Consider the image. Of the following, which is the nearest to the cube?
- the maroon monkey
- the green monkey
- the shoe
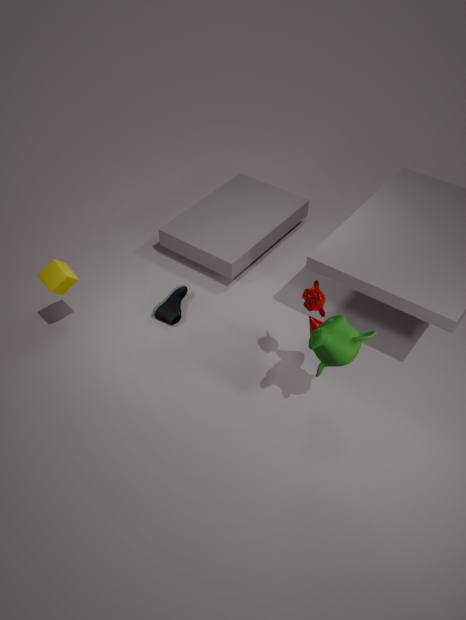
the shoe
